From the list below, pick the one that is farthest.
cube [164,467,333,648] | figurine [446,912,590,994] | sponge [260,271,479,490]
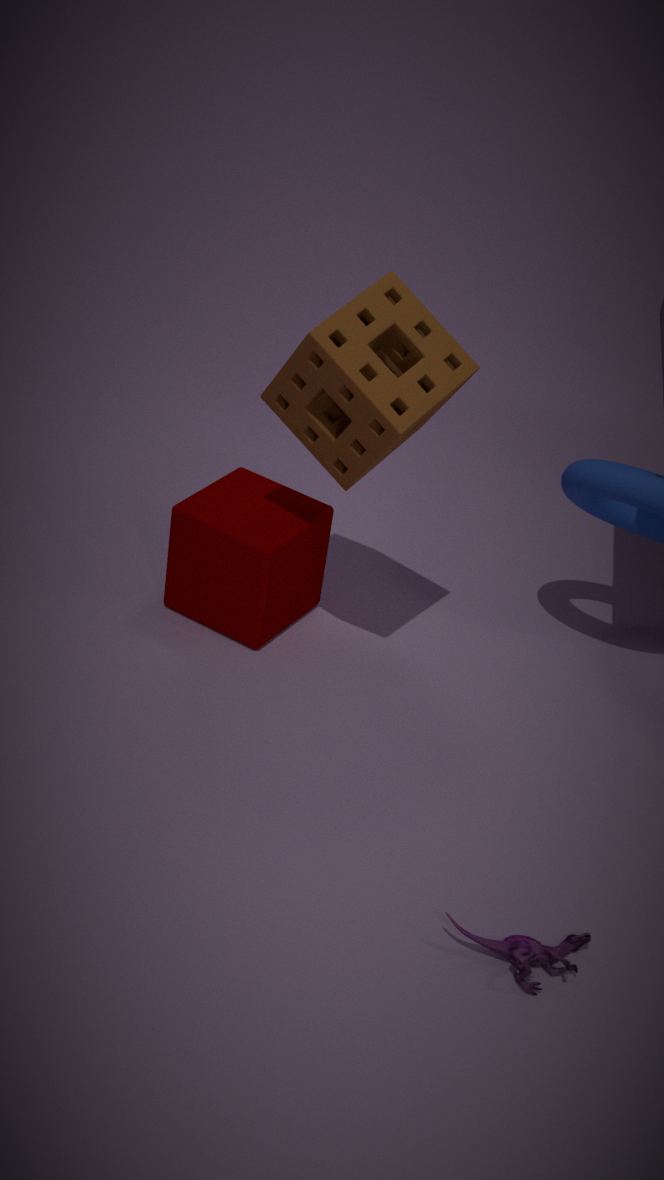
cube [164,467,333,648]
